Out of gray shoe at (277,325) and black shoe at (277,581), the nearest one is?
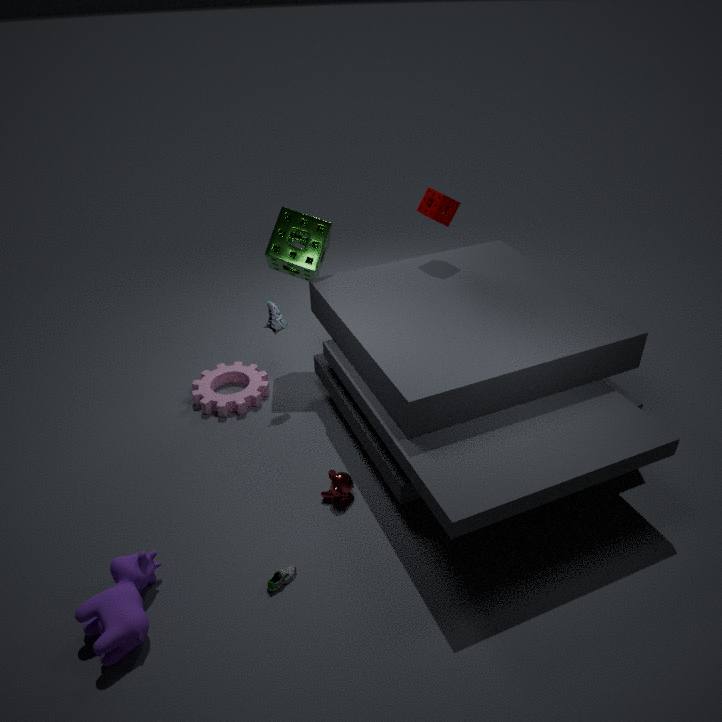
black shoe at (277,581)
